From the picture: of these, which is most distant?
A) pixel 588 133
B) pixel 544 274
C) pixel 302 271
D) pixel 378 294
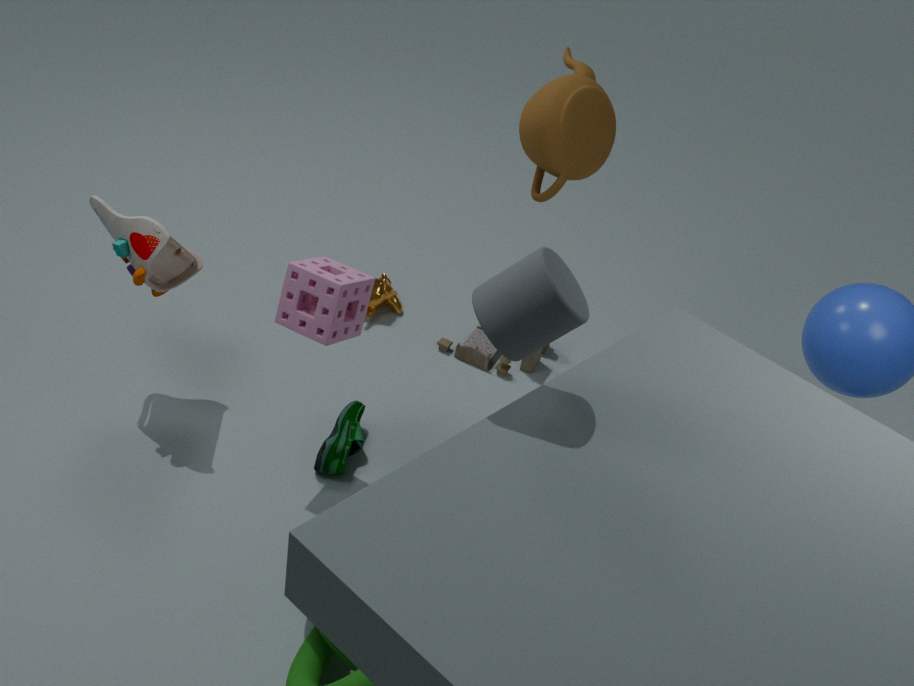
pixel 378 294
